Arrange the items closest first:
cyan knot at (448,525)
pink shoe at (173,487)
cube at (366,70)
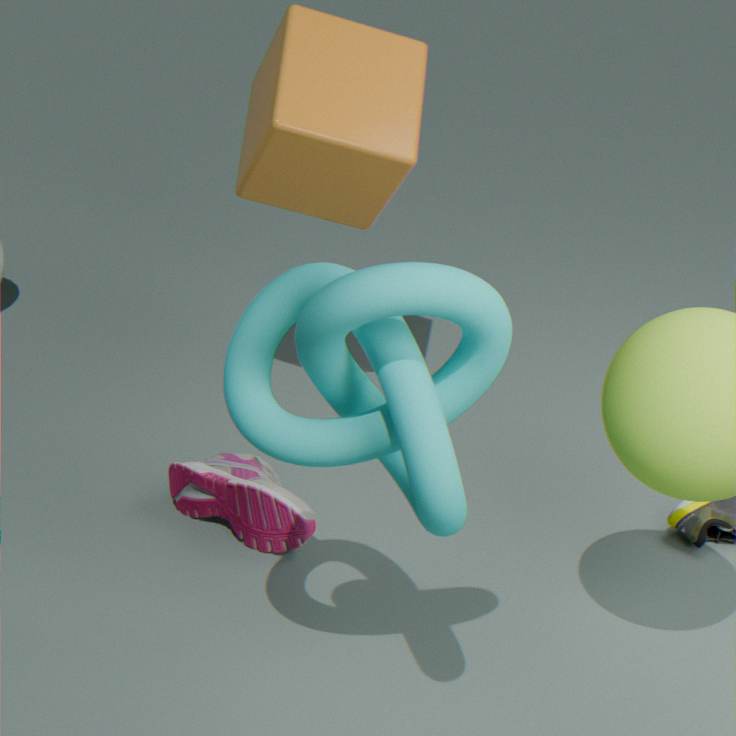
cyan knot at (448,525), pink shoe at (173,487), cube at (366,70)
